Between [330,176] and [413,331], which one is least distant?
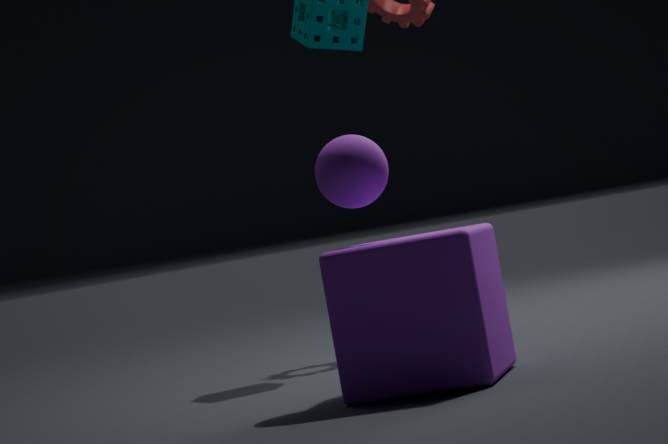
[413,331]
